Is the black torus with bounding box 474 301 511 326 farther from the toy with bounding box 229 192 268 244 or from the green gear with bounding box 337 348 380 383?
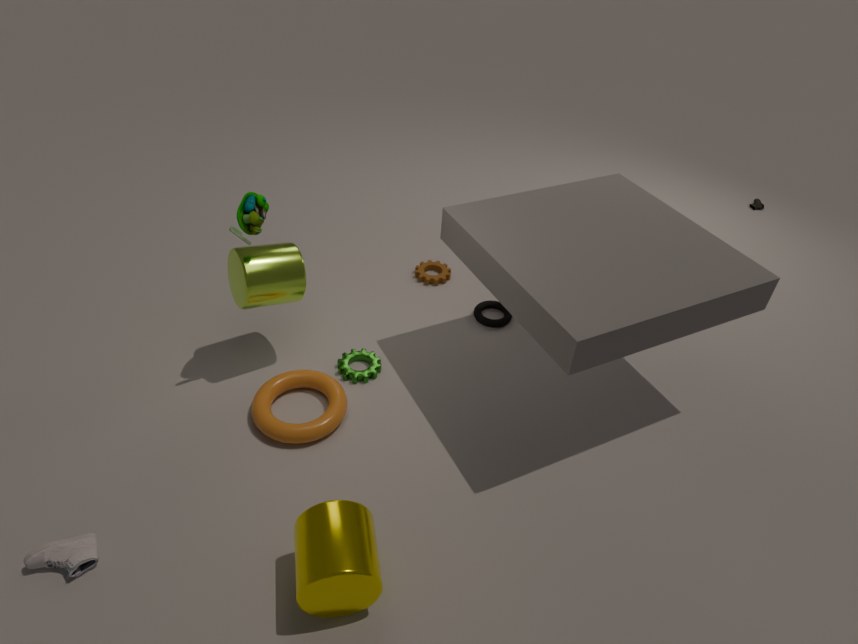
the toy with bounding box 229 192 268 244
